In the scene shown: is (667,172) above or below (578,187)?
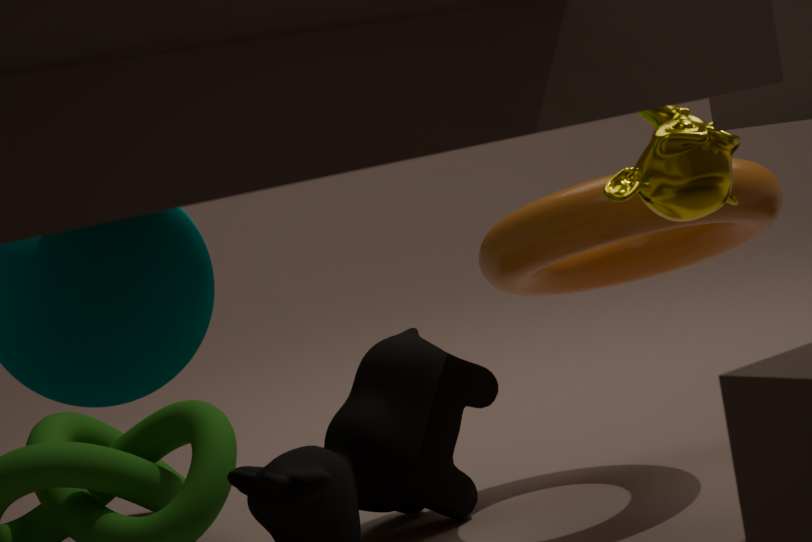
above
